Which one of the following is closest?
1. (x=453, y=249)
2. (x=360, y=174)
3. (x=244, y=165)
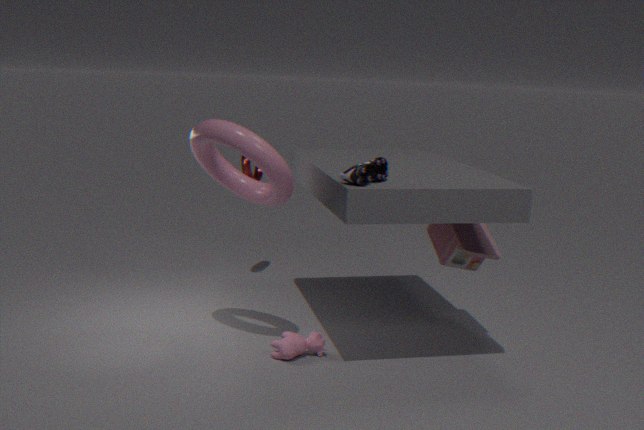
(x=360, y=174)
